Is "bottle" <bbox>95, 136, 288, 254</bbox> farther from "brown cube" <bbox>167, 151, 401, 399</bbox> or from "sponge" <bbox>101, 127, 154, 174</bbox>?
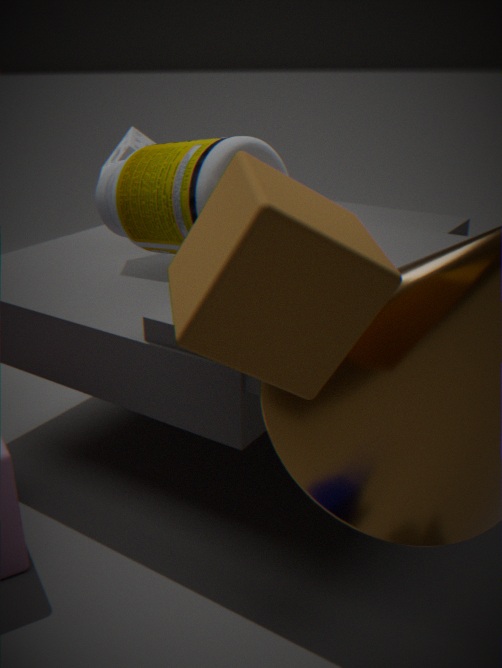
"sponge" <bbox>101, 127, 154, 174</bbox>
